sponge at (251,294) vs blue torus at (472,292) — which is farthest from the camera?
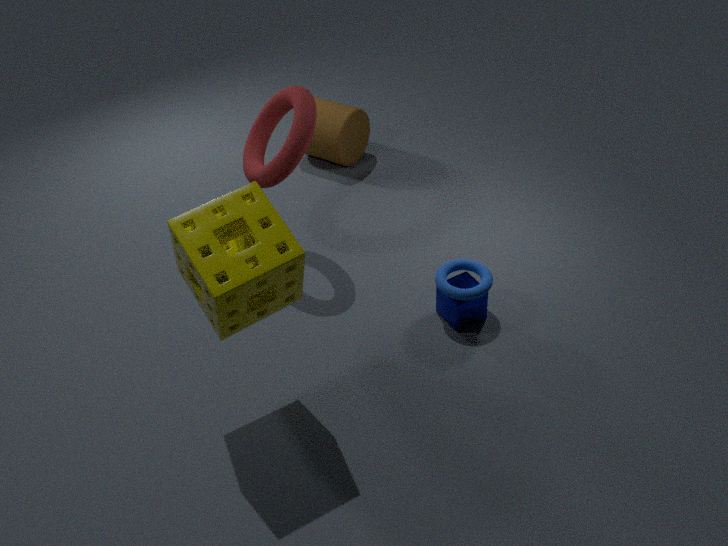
blue torus at (472,292)
